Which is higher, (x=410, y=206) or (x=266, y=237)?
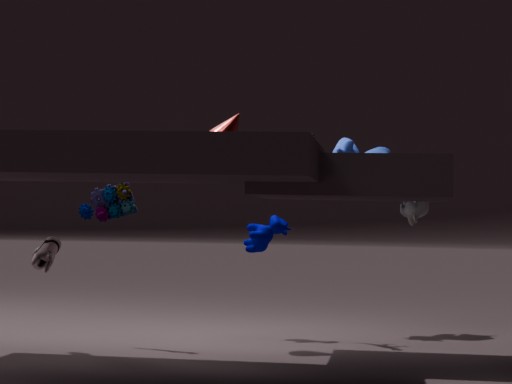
A: (x=410, y=206)
